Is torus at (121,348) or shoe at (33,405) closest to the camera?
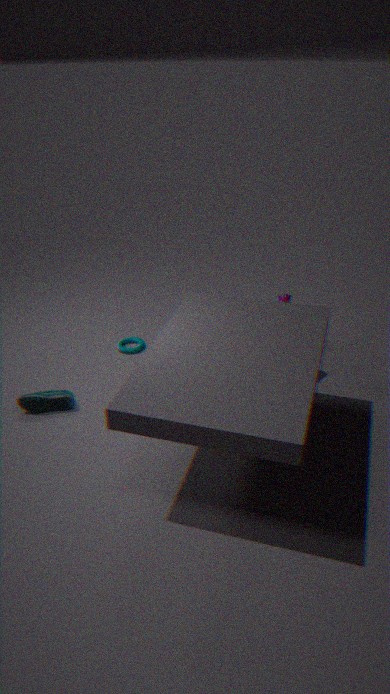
shoe at (33,405)
